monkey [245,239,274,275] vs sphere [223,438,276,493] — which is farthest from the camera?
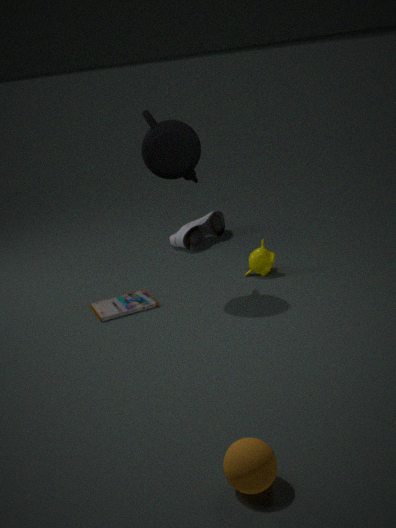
monkey [245,239,274,275]
